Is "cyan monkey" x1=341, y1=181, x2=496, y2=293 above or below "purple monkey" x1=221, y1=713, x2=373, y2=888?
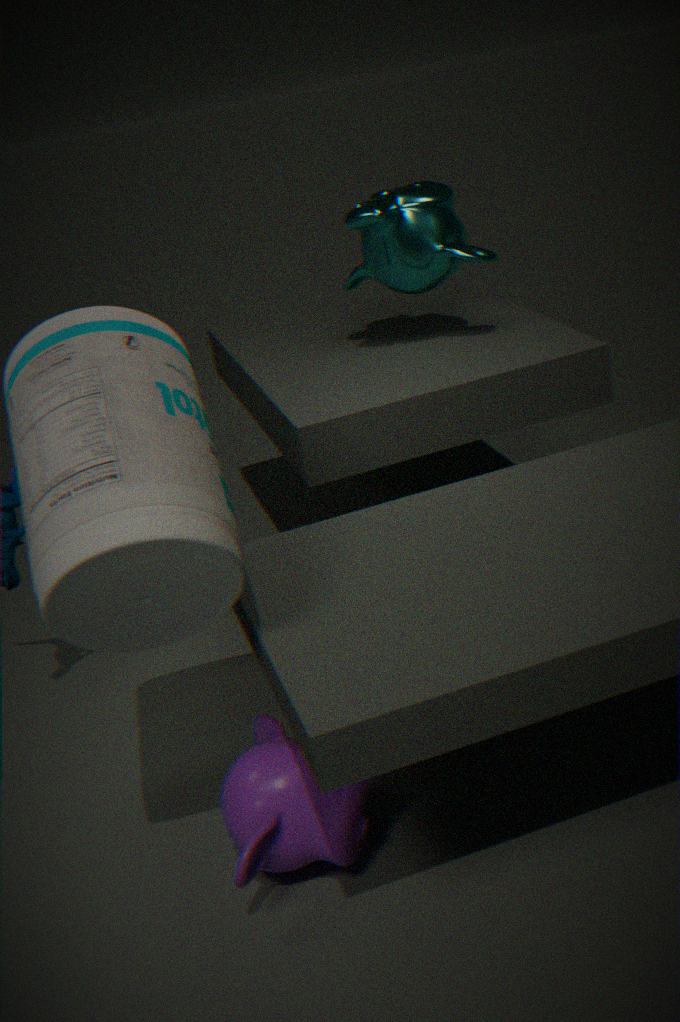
above
